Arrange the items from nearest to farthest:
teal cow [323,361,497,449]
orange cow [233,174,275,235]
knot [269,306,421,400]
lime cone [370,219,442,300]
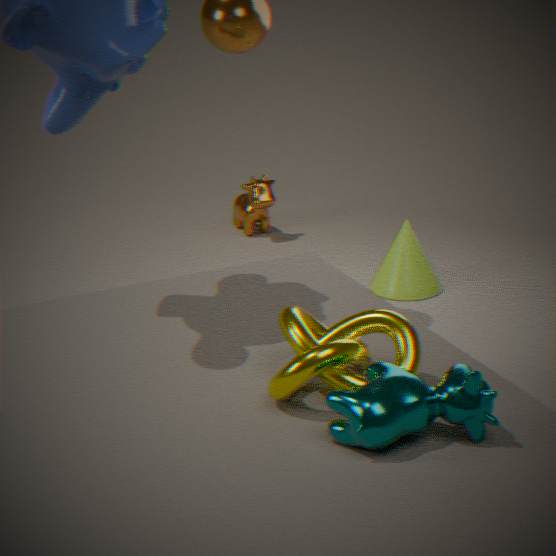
1. teal cow [323,361,497,449]
2. knot [269,306,421,400]
3. lime cone [370,219,442,300]
4. orange cow [233,174,275,235]
